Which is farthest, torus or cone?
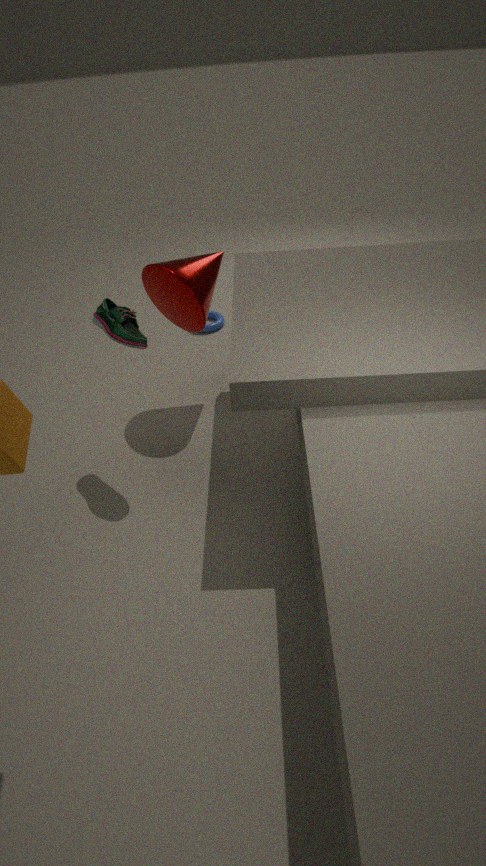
torus
